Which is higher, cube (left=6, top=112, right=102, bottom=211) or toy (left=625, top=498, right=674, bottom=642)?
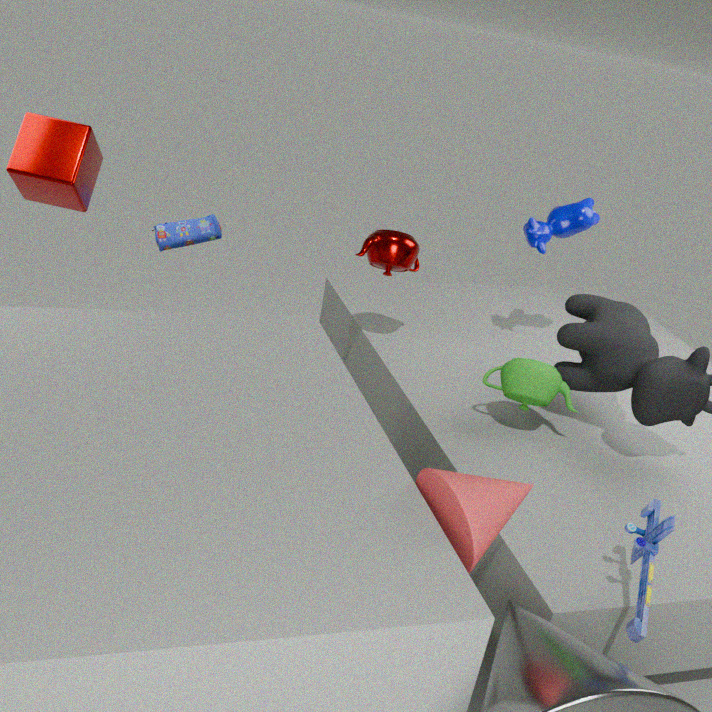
cube (left=6, top=112, right=102, bottom=211)
